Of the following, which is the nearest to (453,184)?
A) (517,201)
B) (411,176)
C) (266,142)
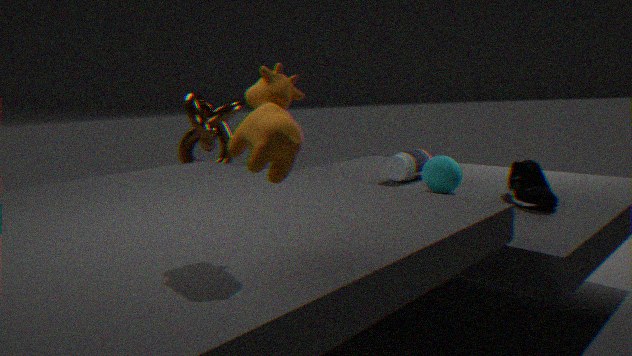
(411,176)
